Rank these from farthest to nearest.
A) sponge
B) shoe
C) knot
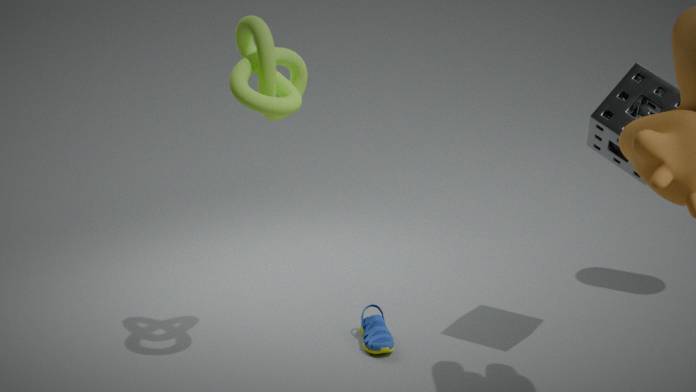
shoe, sponge, knot
